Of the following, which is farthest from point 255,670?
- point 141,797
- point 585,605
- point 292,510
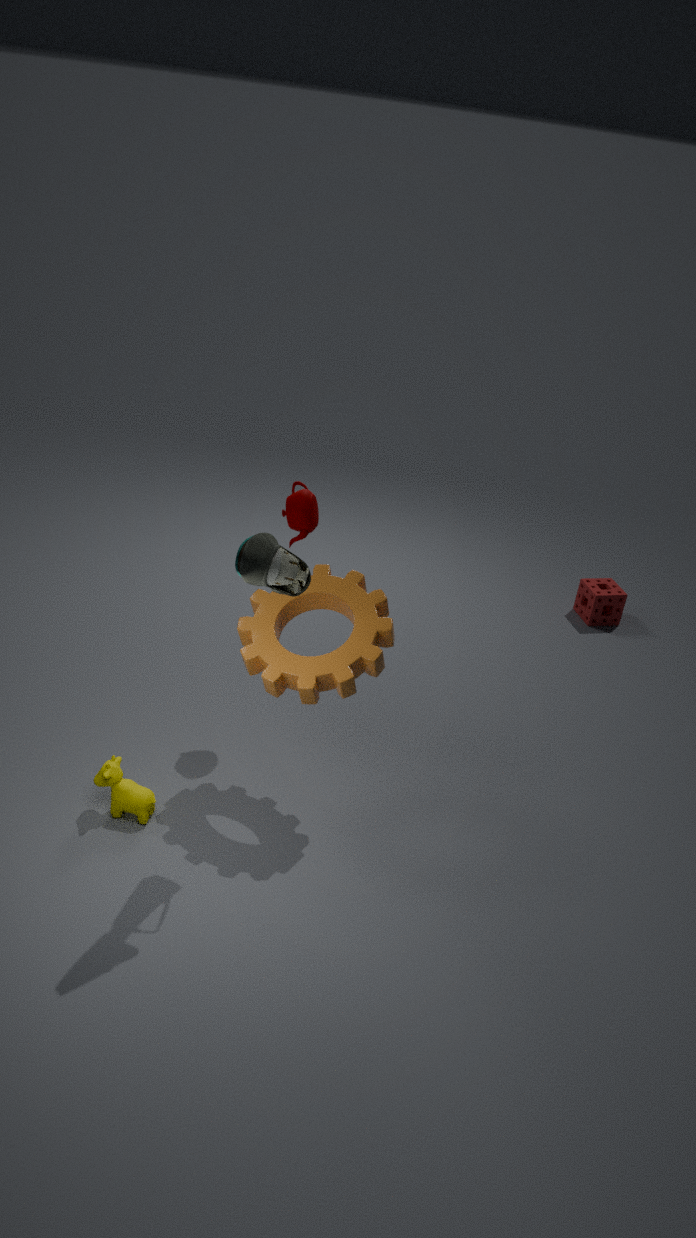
point 585,605
